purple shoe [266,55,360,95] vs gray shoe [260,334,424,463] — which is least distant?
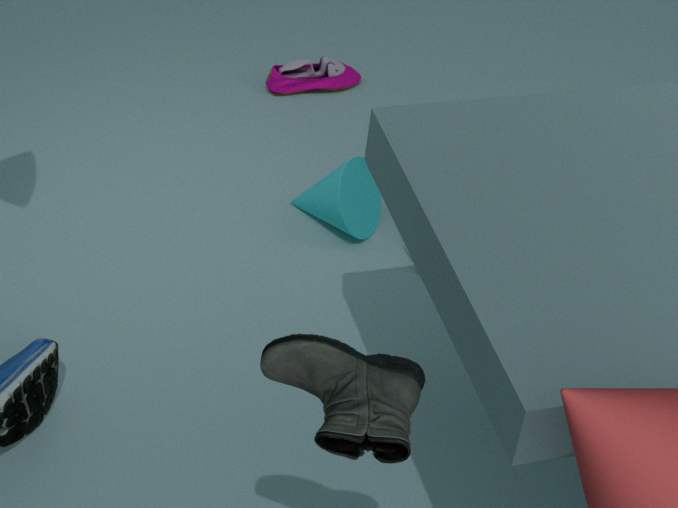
gray shoe [260,334,424,463]
